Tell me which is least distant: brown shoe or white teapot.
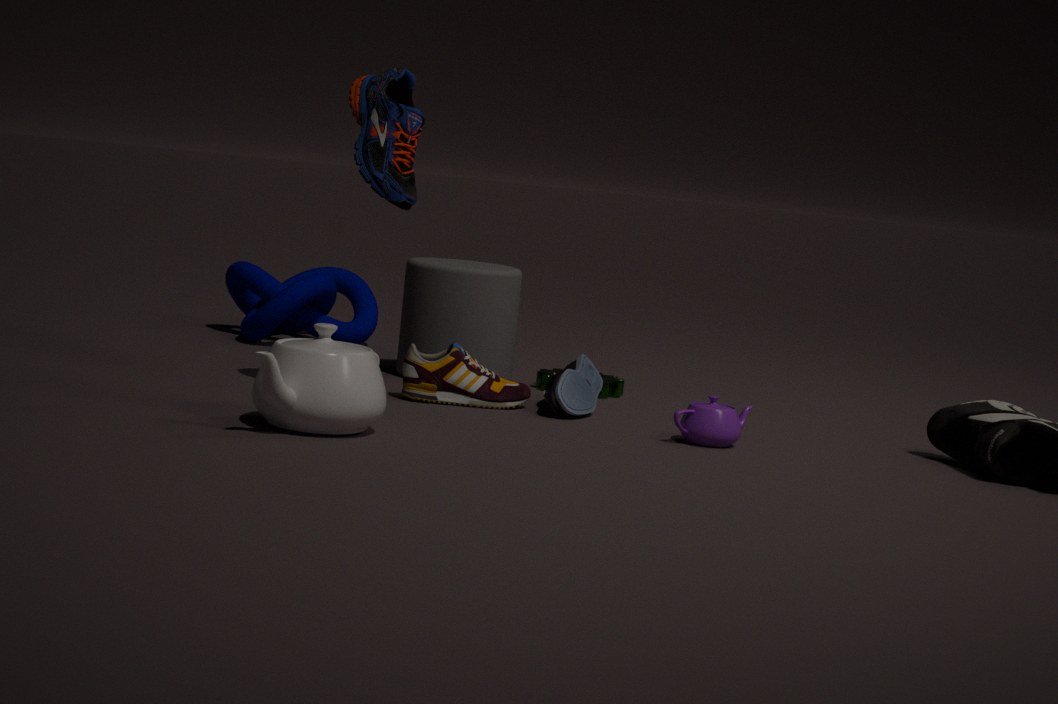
white teapot
